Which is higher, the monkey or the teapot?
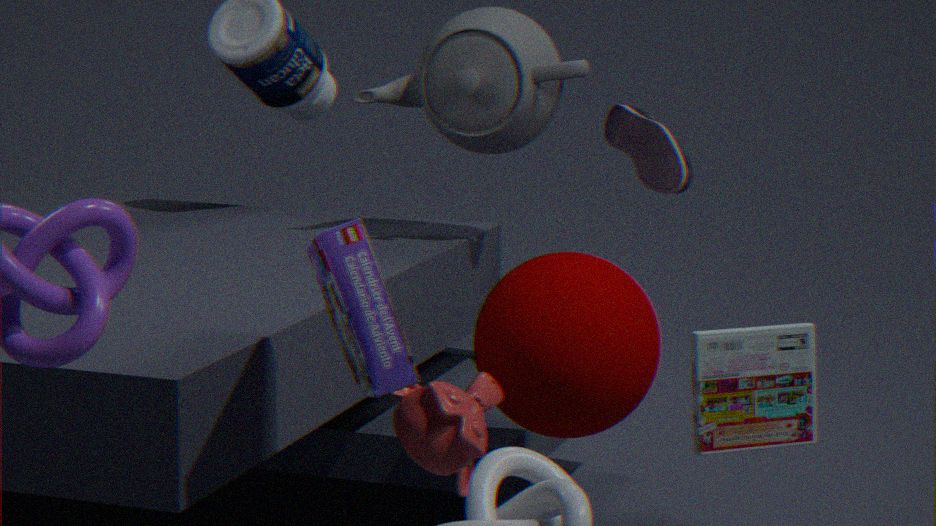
the teapot
